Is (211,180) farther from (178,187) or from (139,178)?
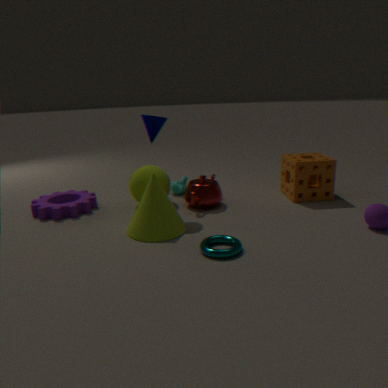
(139,178)
